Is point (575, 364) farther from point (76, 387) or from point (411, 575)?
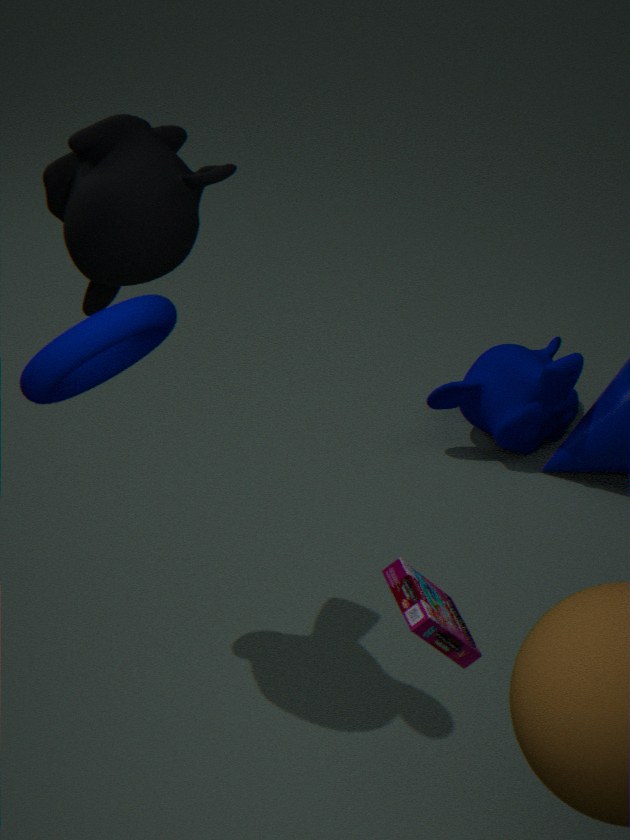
point (76, 387)
